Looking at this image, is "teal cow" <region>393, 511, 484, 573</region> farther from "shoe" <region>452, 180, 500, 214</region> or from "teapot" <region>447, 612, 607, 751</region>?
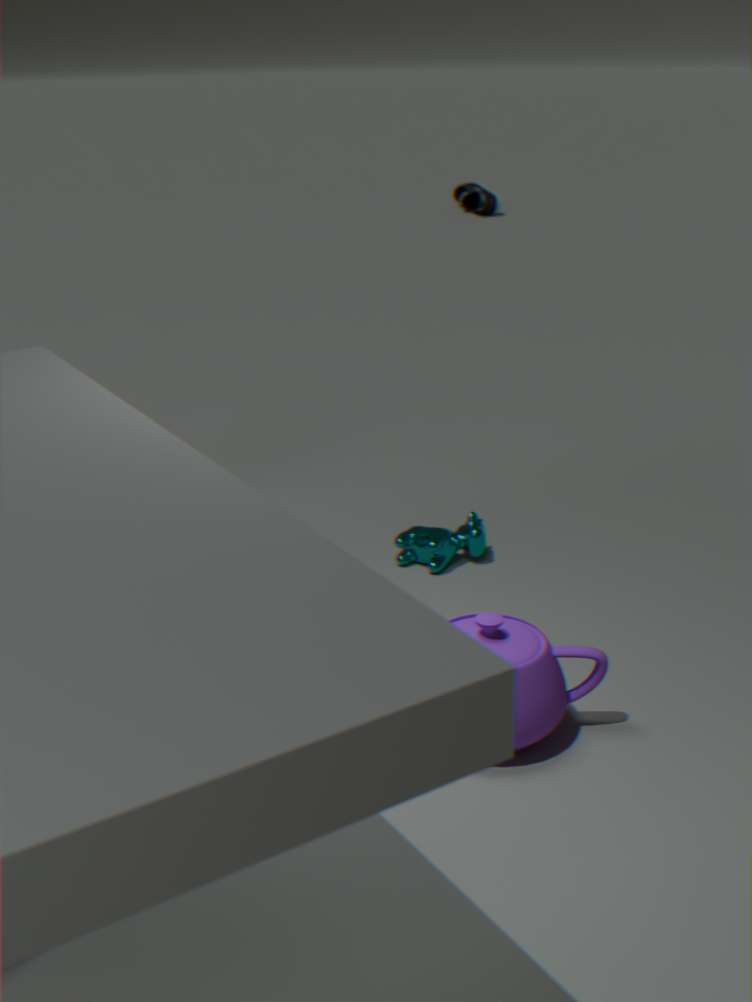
"shoe" <region>452, 180, 500, 214</region>
